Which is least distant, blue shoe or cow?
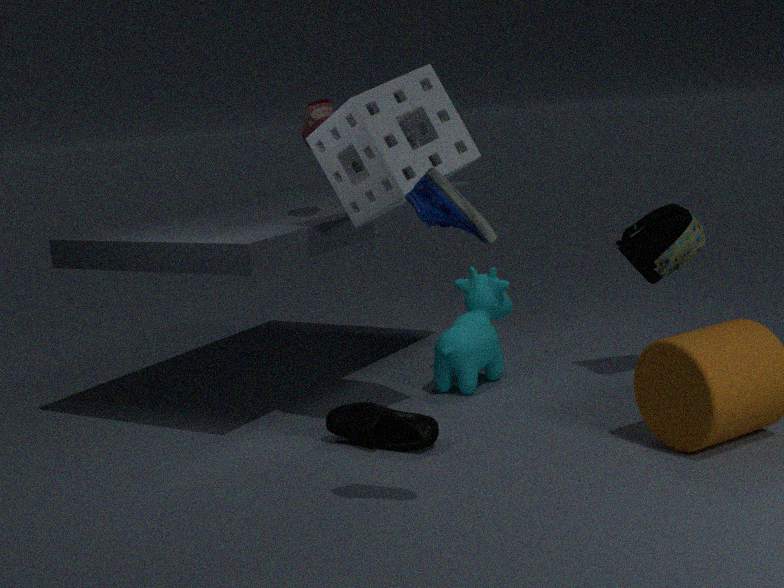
blue shoe
